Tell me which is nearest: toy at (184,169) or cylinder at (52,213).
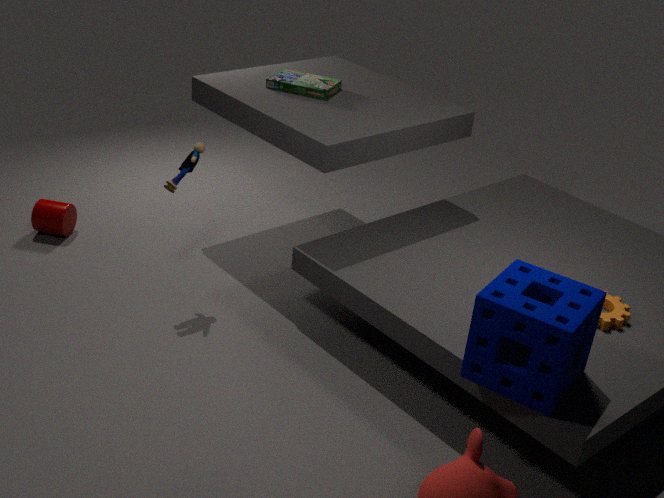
toy at (184,169)
